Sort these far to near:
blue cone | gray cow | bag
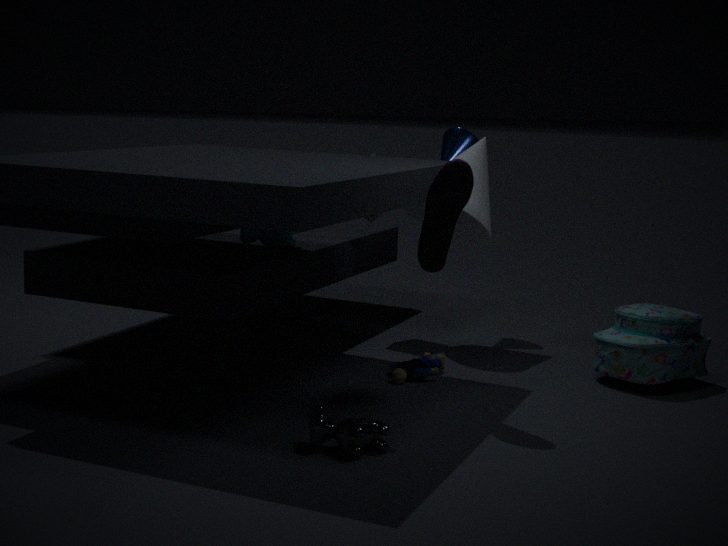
blue cone, bag, gray cow
